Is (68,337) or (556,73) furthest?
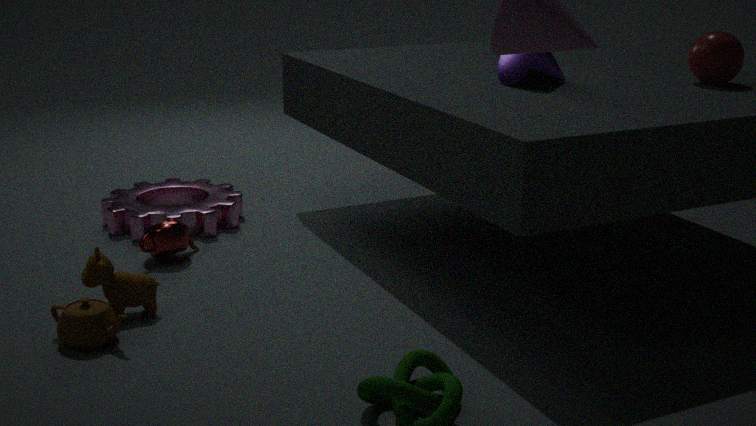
(556,73)
